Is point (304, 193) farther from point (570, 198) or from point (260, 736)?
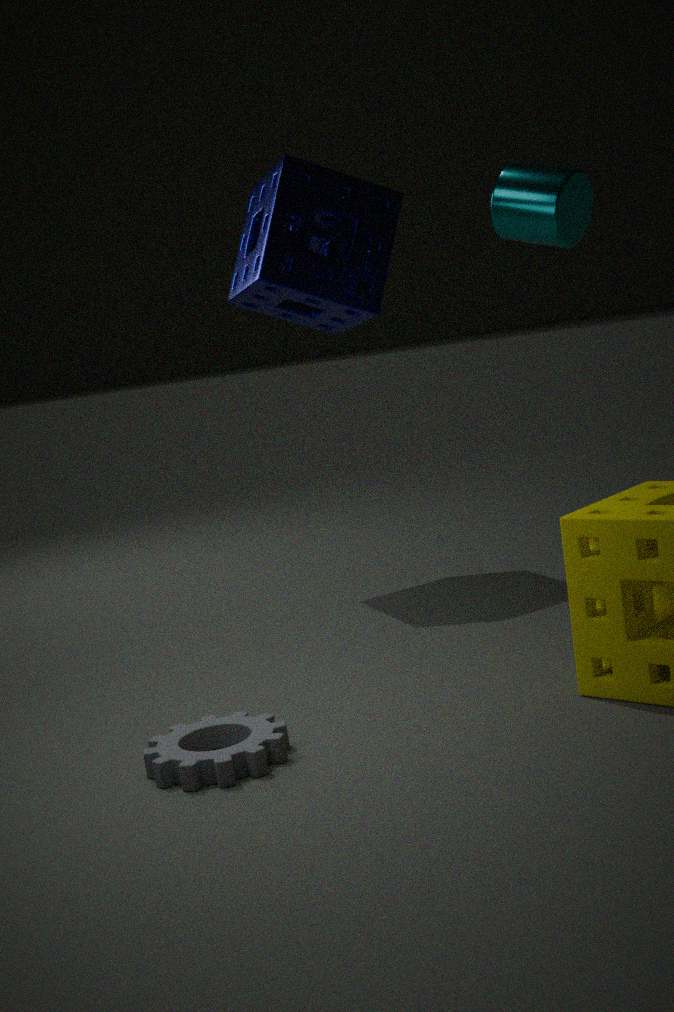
point (260, 736)
